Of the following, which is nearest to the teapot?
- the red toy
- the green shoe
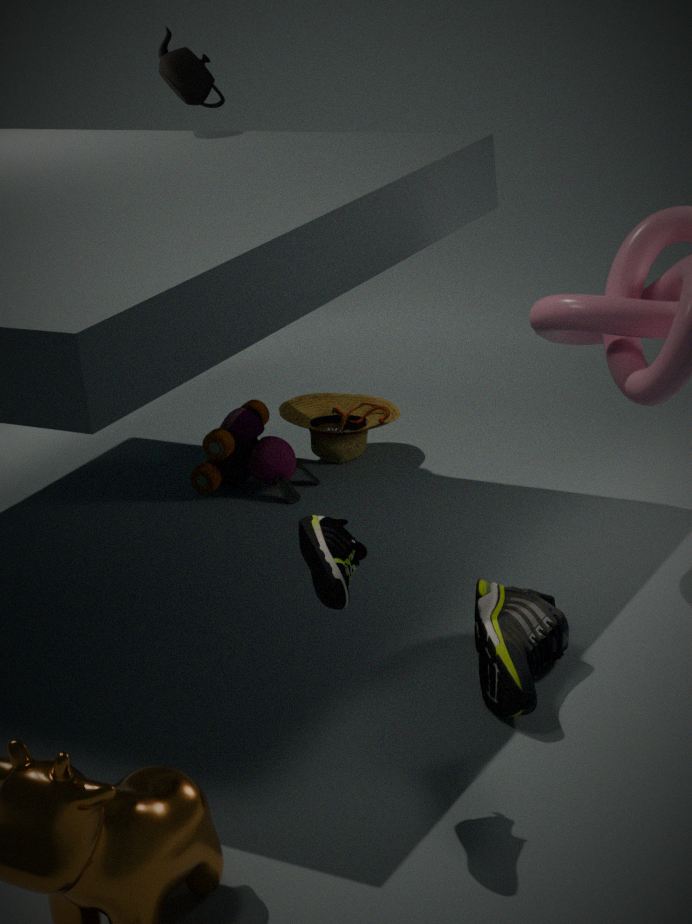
the red toy
